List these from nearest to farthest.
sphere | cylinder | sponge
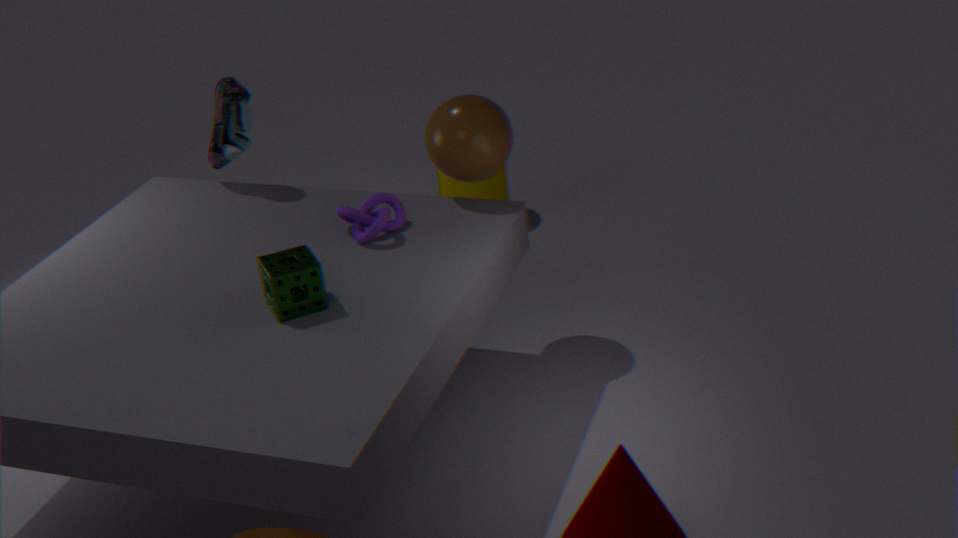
sponge, sphere, cylinder
